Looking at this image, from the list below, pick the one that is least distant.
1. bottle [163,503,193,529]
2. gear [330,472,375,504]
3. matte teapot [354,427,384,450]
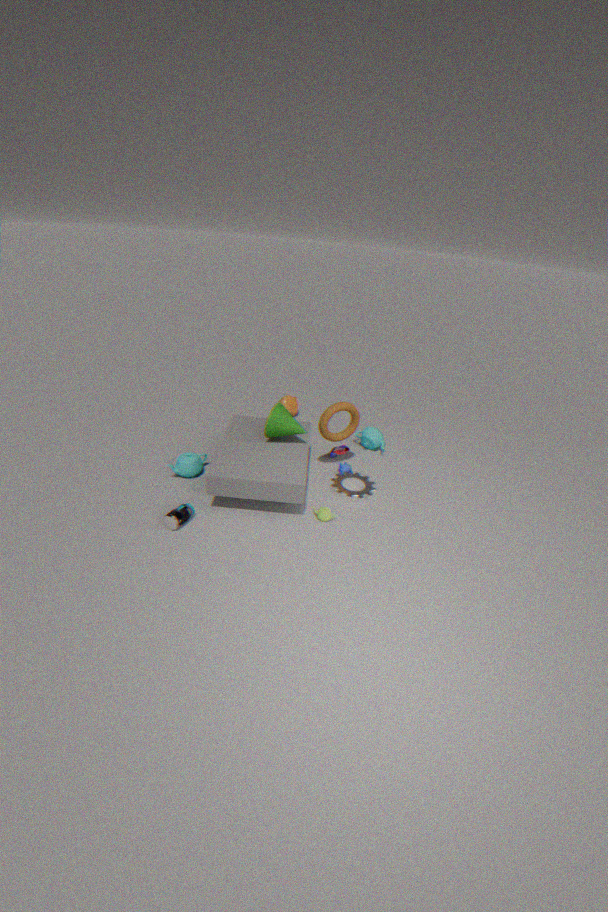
bottle [163,503,193,529]
